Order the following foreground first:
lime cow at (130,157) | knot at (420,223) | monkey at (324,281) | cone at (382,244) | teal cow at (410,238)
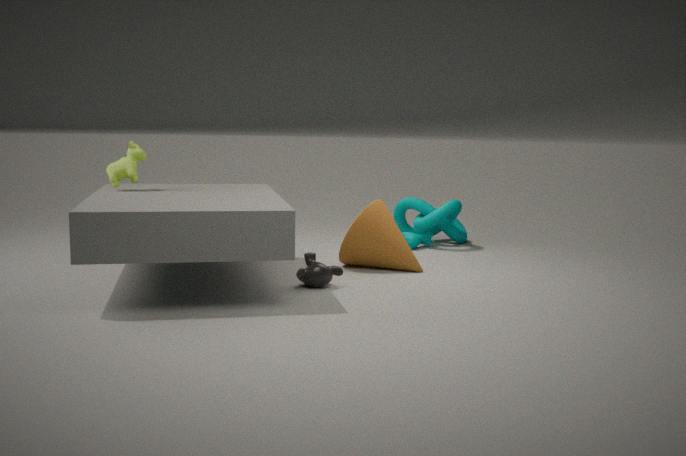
monkey at (324,281)
lime cow at (130,157)
cone at (382,244)
teal cow at (410,238)
knot at (420,223)
